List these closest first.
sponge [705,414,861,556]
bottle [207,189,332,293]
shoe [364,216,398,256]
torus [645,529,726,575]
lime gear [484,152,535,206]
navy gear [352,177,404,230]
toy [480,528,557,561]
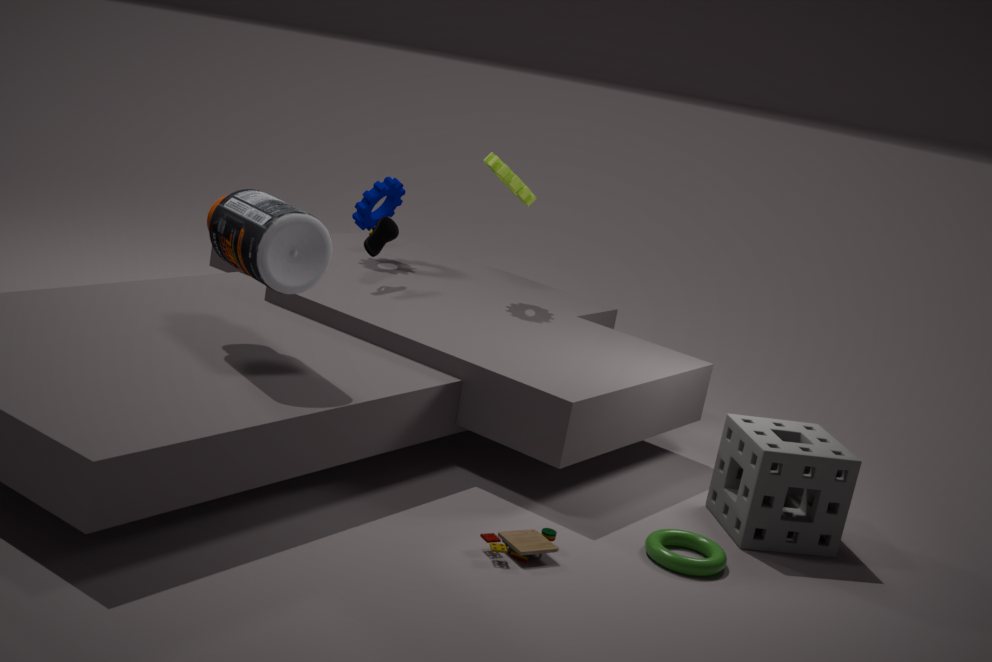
toy [480,528,557,561] → bottle [207,189,332,293] → torus [645,529,726,575] → sponge [705,414,861,556] → shoe [364,216,398,256] → lime gear [484,152,535,206] → navy gear [352,177,404,230]
